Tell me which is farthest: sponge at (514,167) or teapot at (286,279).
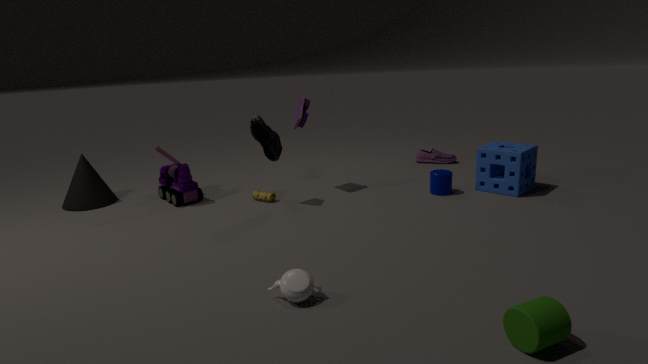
sponge at (514,167)
